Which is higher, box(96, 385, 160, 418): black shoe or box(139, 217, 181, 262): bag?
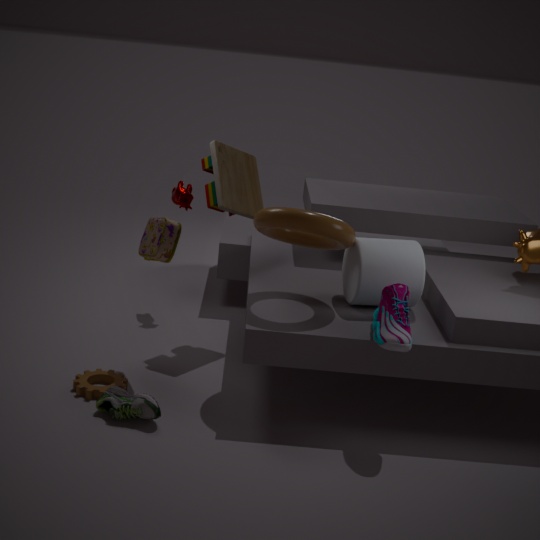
box(139, 217, 181, 262): bag
